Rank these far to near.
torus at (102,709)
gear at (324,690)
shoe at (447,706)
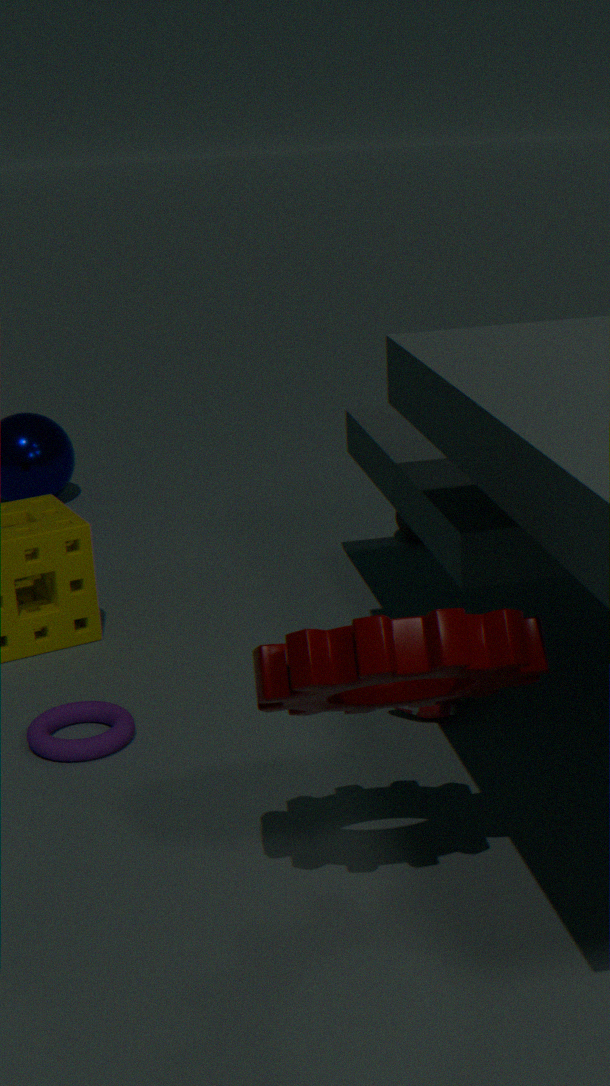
shoe at (447,706), torus at (102,709), gear at (324,690)
